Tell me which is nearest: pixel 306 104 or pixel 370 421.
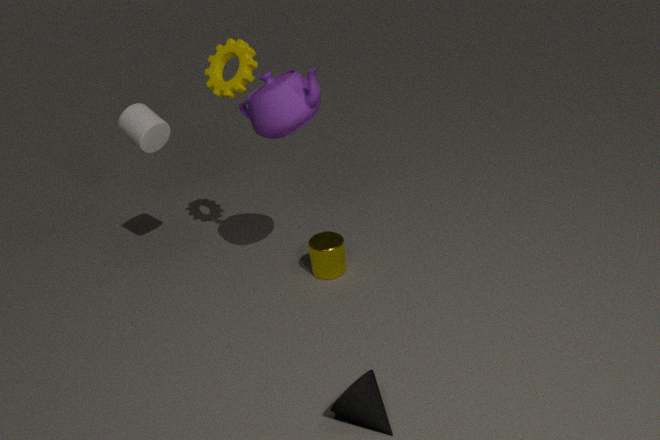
pixel 370 421
